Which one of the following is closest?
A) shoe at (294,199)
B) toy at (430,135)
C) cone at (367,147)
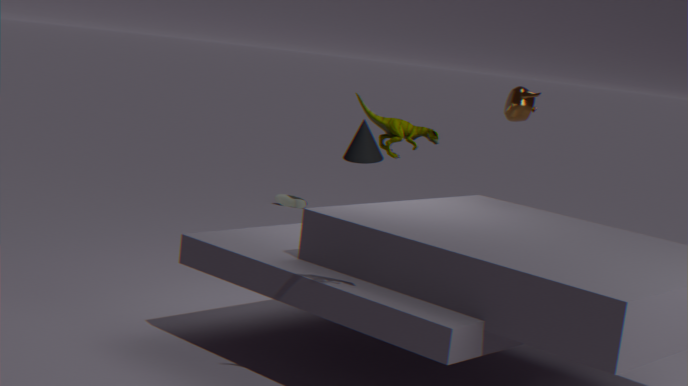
toy at (430,135)
